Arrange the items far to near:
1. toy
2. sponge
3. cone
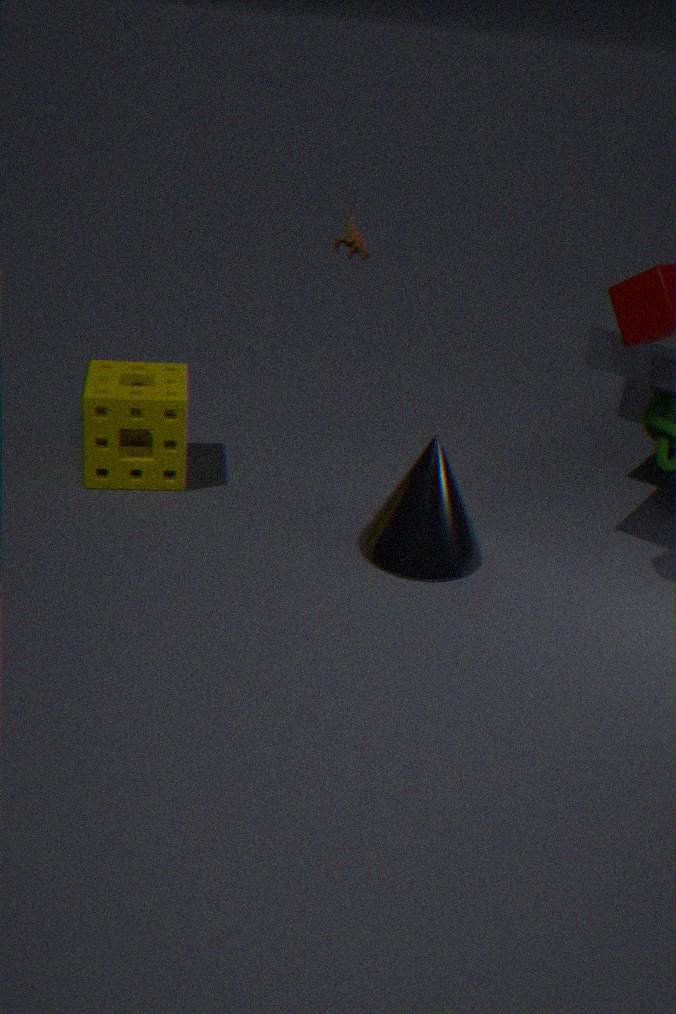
sponge
cone
toy
